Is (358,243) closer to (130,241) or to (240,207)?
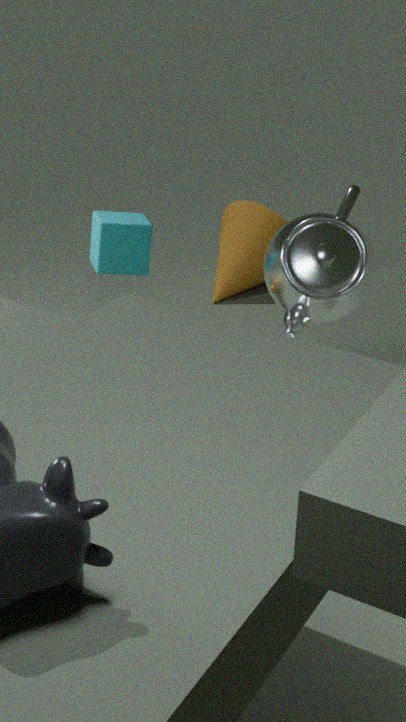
(130,241)
